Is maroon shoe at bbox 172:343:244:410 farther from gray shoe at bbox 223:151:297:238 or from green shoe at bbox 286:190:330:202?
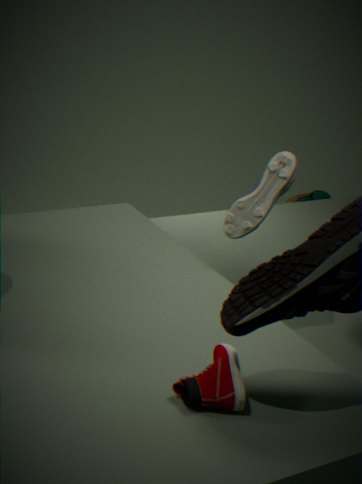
green shoe at bbox 286:190:330:202
